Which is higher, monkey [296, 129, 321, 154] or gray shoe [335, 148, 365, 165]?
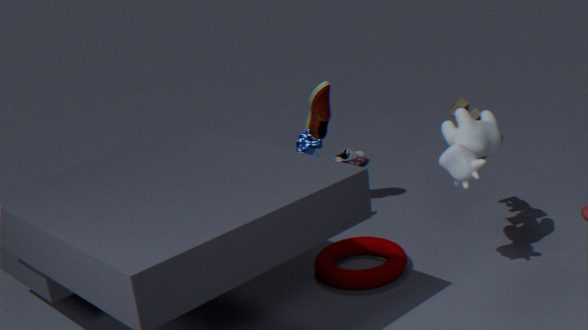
monkey [296, 129, 321, 154]
